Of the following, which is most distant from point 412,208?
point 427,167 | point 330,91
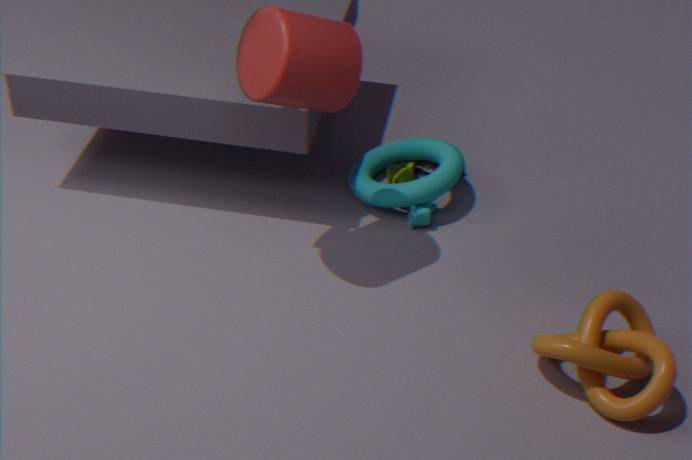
point 330,91
